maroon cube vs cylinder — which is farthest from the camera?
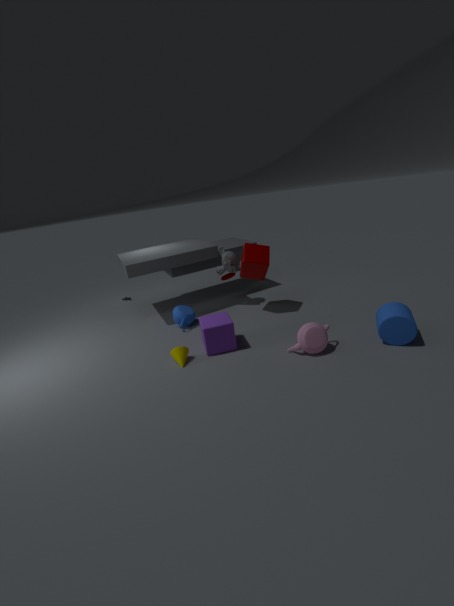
maroon cube
